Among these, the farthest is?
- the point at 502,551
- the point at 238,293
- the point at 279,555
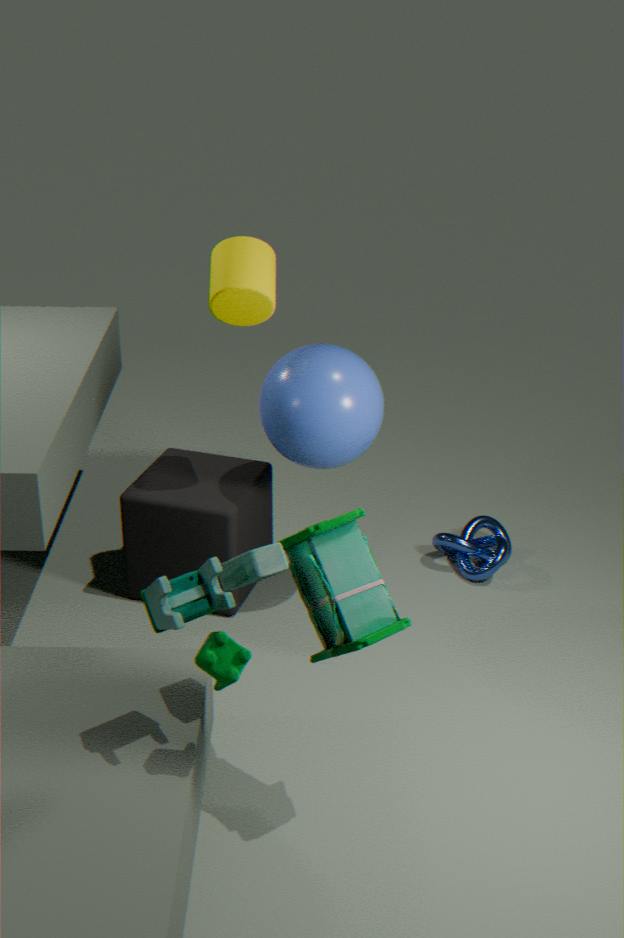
the point at 502,551
